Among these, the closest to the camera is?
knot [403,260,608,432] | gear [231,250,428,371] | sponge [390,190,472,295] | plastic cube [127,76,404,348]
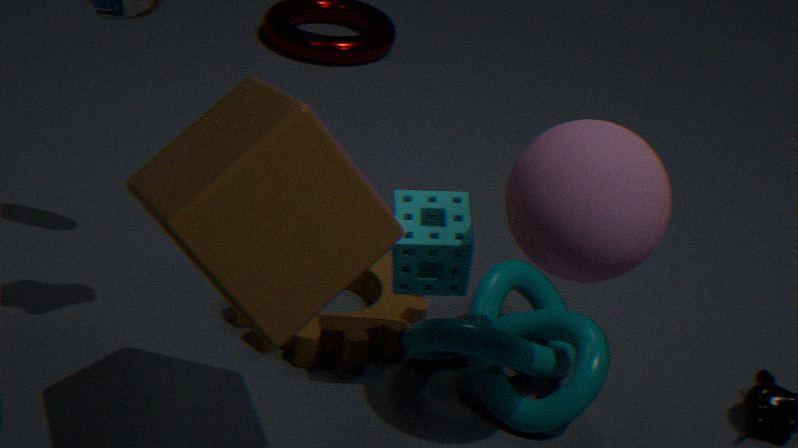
plastic cube [127,76,404,348]
